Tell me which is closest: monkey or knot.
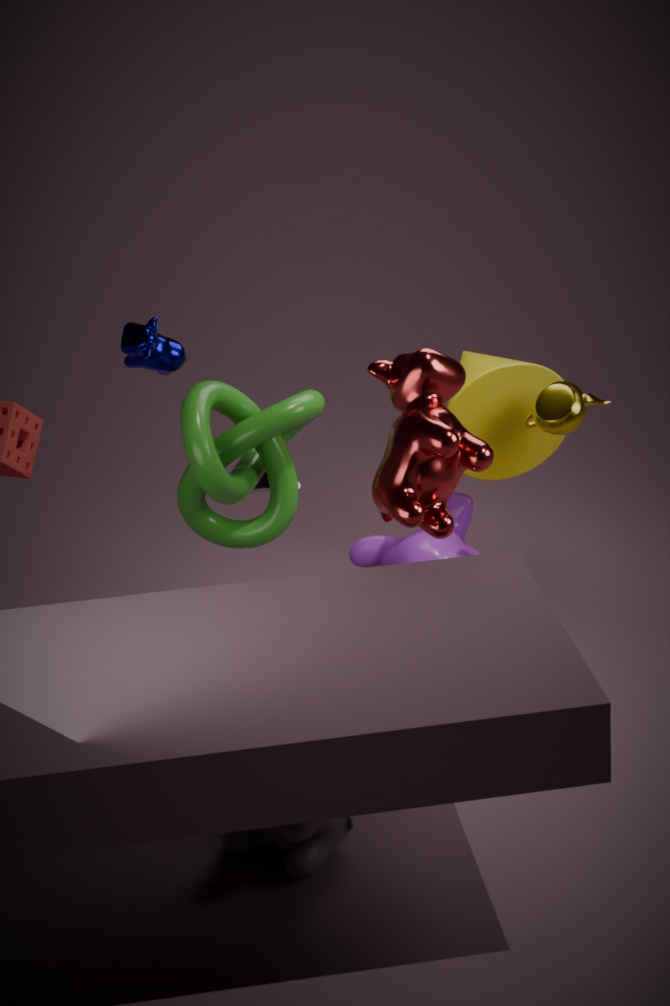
knot
